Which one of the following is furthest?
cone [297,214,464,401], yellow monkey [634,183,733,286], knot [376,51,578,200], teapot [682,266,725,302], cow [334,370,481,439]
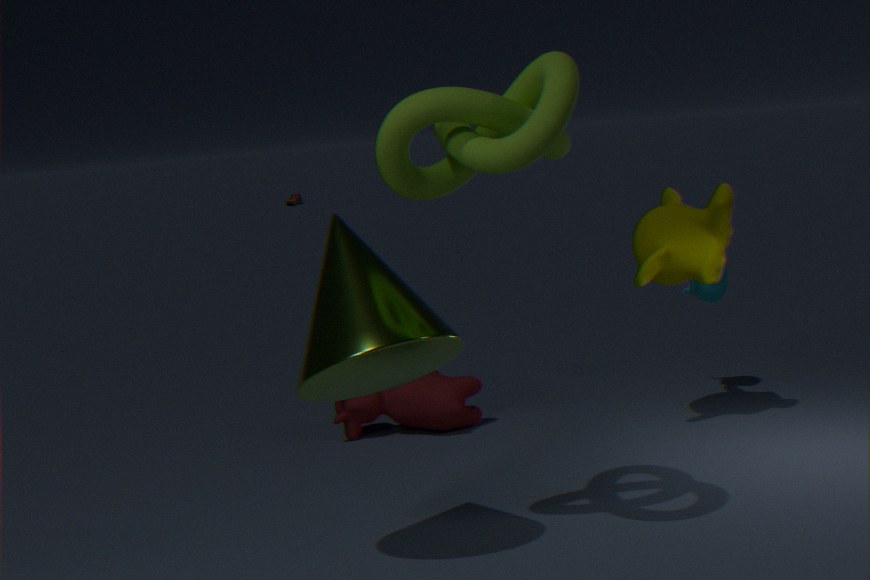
teapot [682,266,725,302]
